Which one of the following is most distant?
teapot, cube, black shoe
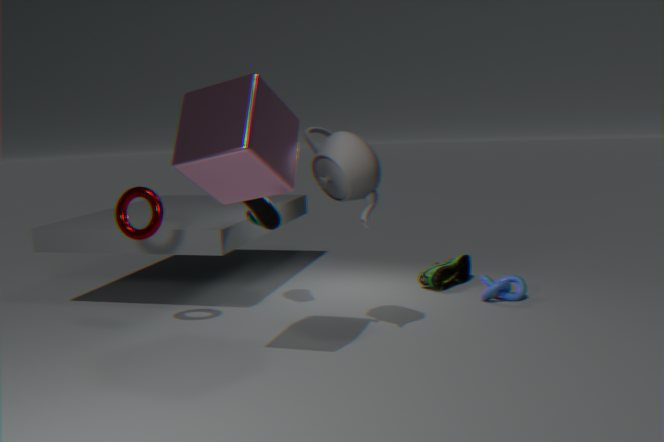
black shoe
